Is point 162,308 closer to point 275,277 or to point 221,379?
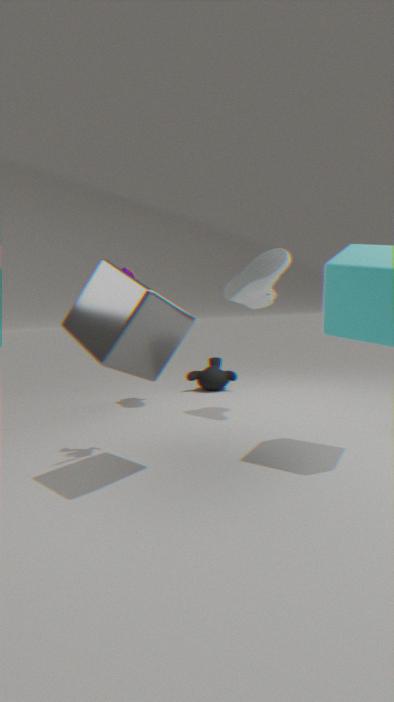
point 275,277
